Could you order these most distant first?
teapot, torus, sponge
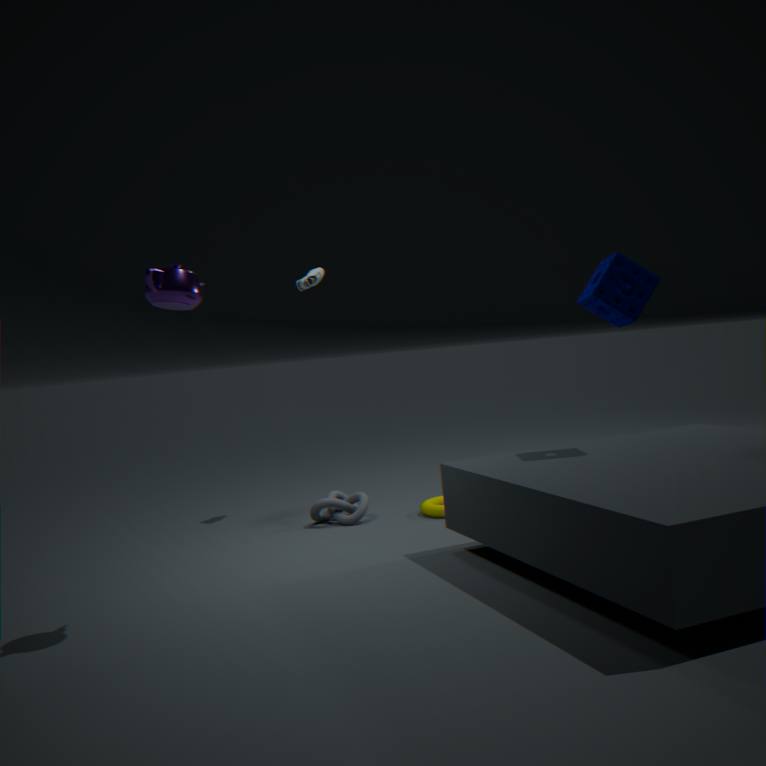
torus < sponge < teapot
